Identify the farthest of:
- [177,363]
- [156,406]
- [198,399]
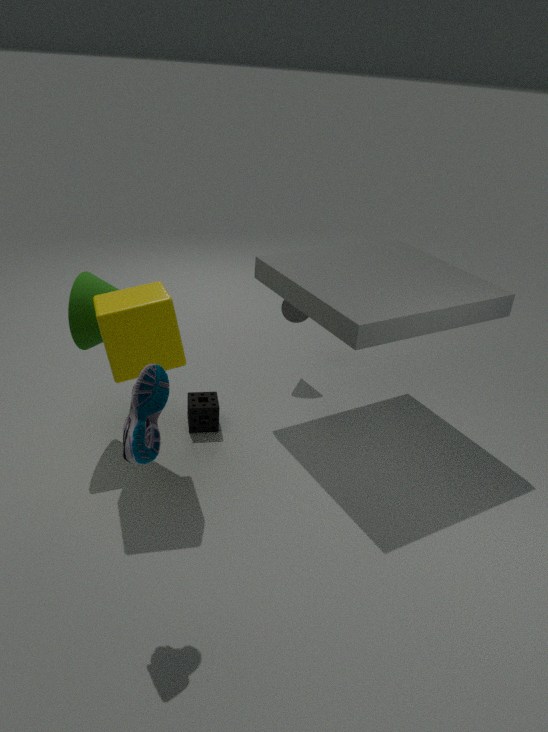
[198,399]
